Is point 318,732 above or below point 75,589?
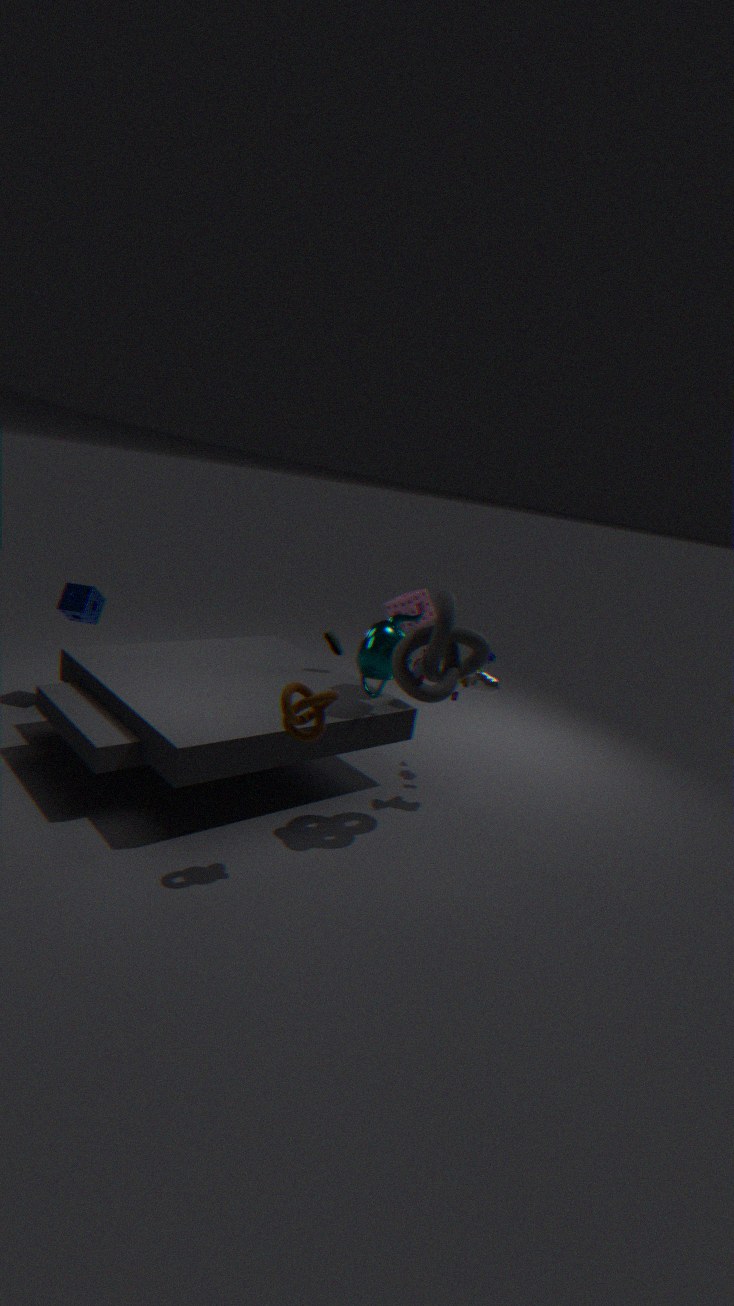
above
